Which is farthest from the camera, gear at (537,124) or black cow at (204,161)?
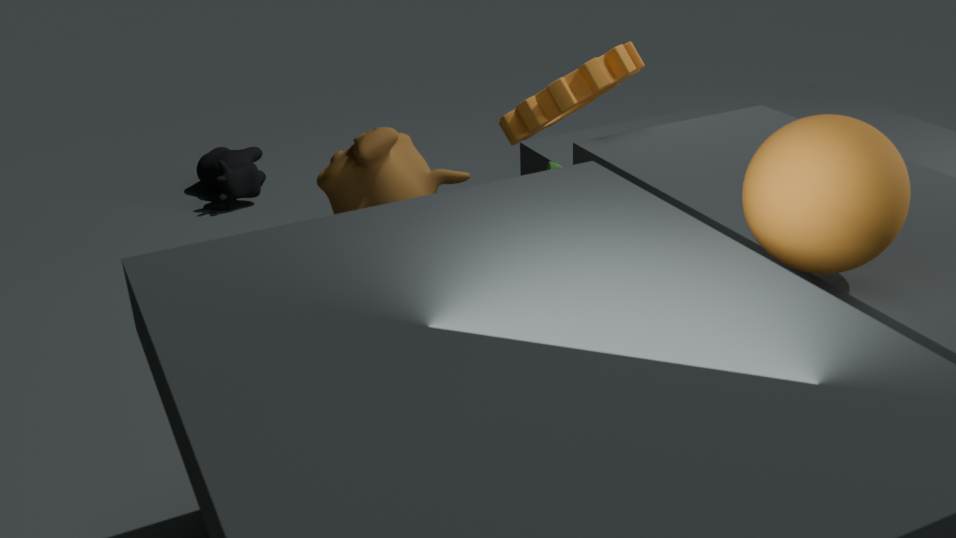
black cow at (204,161)
